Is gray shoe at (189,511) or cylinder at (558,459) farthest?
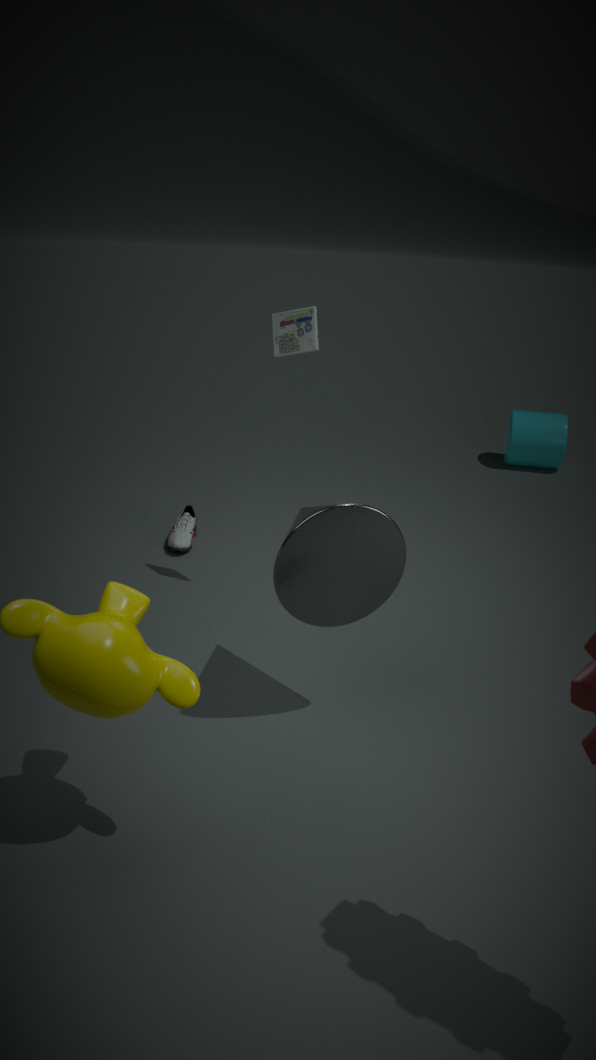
cylinder at (558,459)
